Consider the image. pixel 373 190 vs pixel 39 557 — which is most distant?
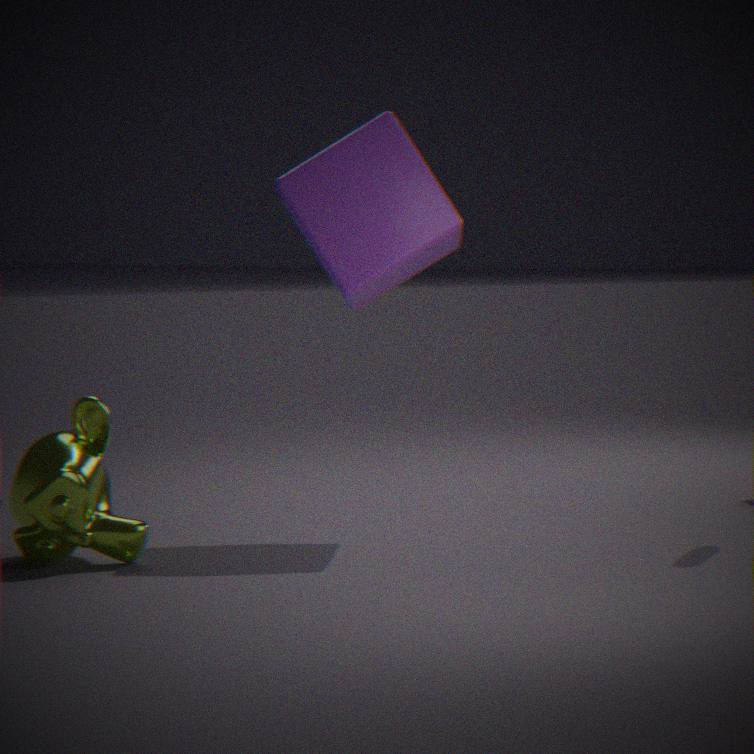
pixel 373 190
